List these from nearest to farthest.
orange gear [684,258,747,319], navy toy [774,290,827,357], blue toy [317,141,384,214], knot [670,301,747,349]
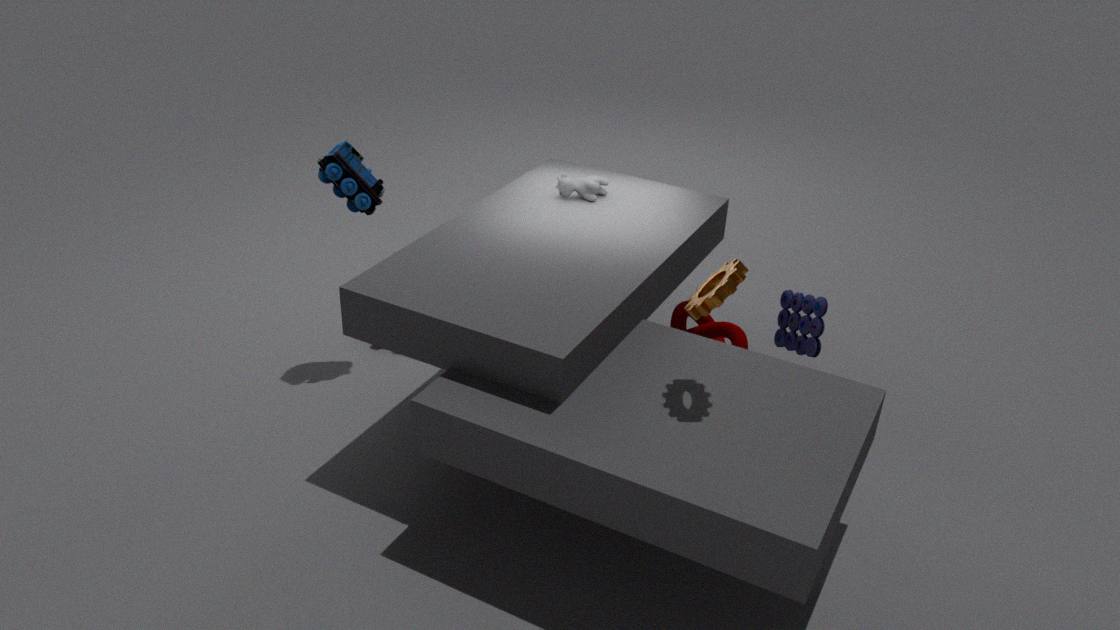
orange gear [684,258,747,319], navy toy [774,290,827,357], blue toy [317,141,384,214], knot [670,301,747,349]
